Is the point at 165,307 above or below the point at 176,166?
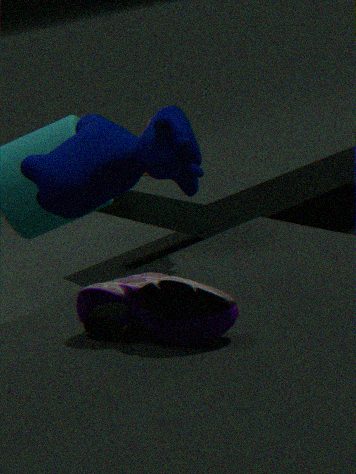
below
